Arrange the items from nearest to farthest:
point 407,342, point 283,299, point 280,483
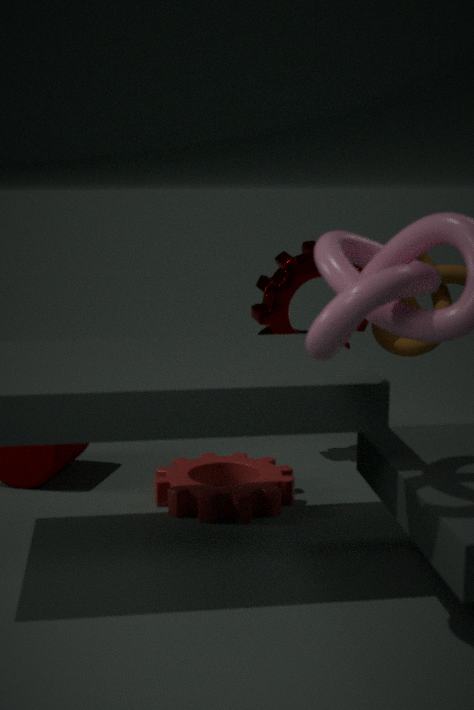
point 280,483
point 283,299
point 407,342
